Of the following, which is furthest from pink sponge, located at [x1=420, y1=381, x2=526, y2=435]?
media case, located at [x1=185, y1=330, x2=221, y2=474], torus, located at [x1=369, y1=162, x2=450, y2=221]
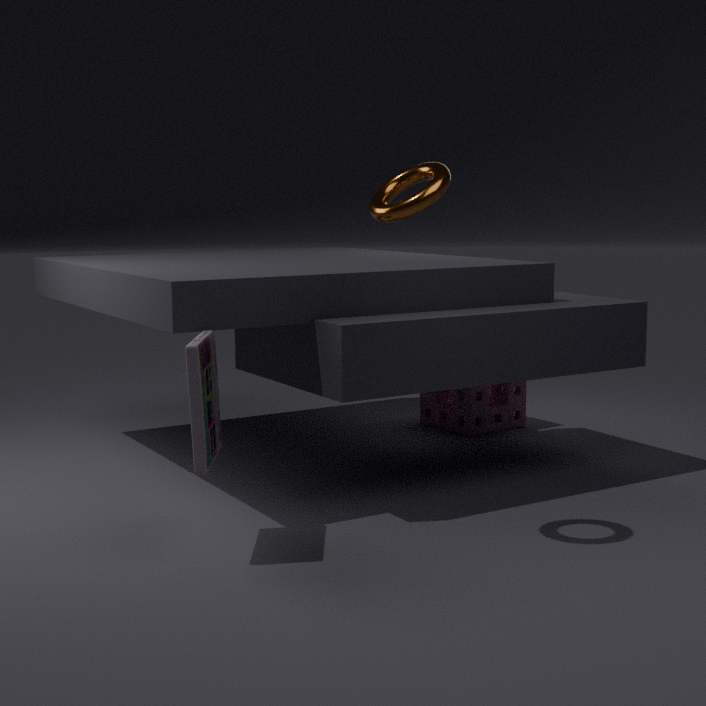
media case, located at [x1=185, y1=330, x2=221, y2=474]
